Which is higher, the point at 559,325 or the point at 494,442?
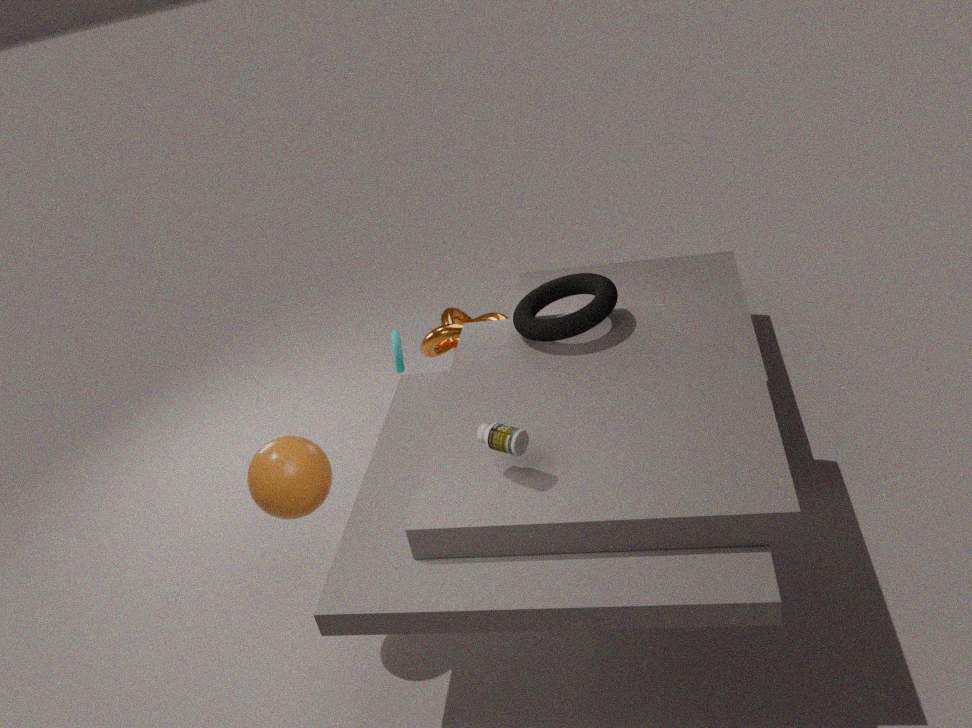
the point at 494,442
